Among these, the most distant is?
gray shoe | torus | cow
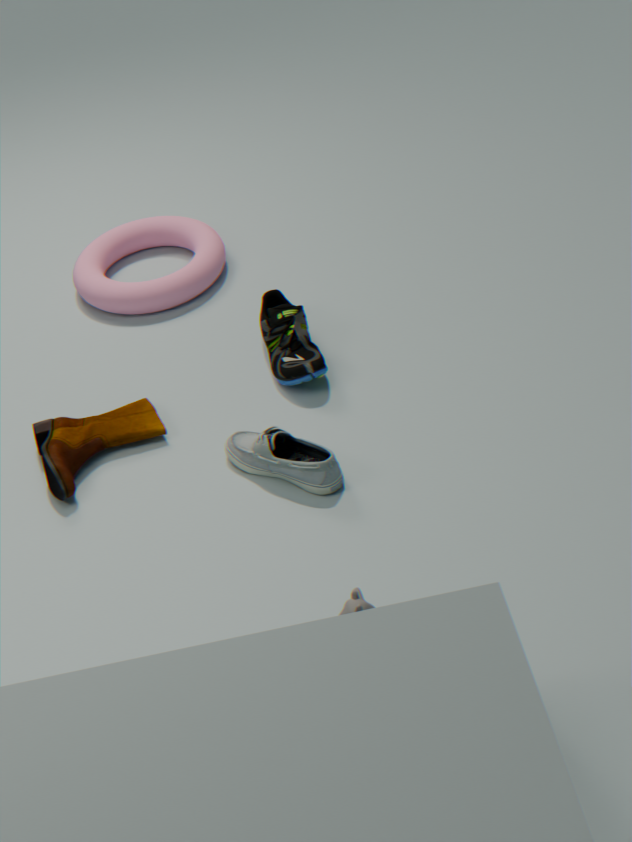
torus
